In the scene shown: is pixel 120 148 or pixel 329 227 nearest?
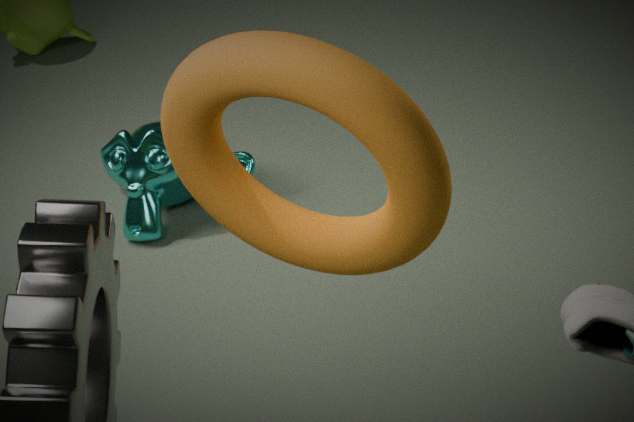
pixel 329 227
